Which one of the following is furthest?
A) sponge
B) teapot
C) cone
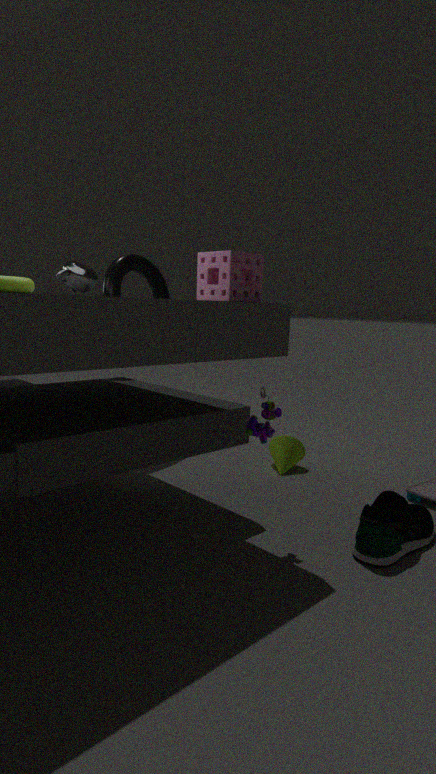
cone
